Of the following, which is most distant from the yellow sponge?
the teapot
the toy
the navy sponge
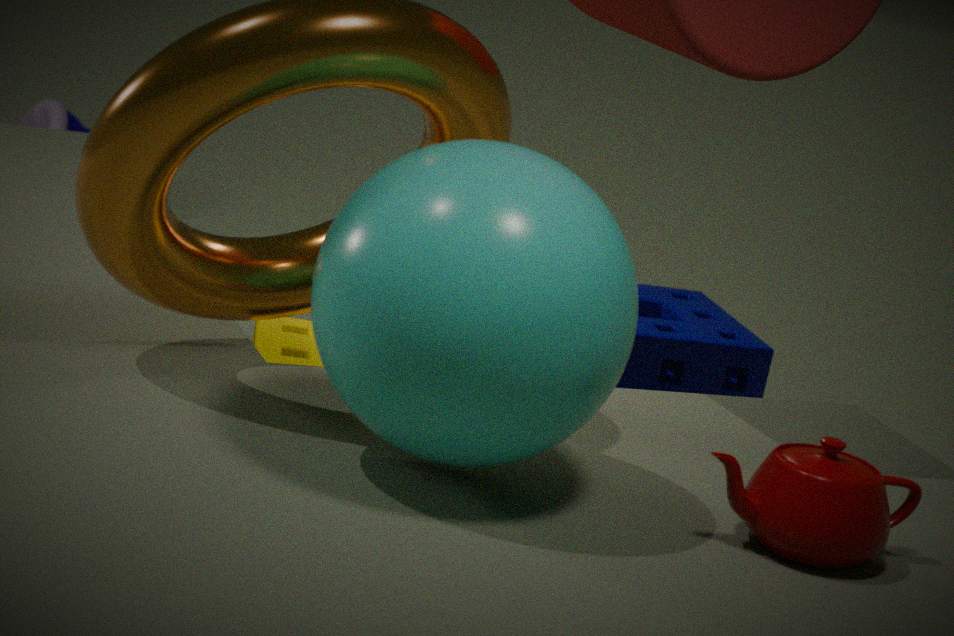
the toy
